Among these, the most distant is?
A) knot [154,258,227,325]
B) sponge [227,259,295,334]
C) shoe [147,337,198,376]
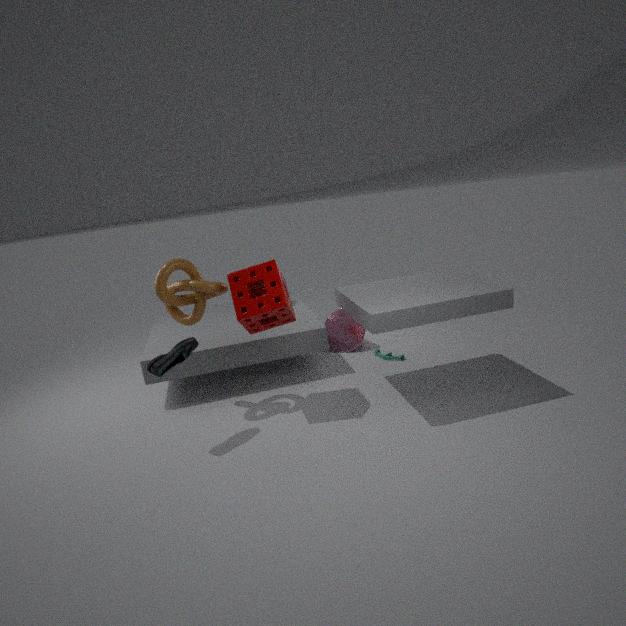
knot [154,258,227,325]
